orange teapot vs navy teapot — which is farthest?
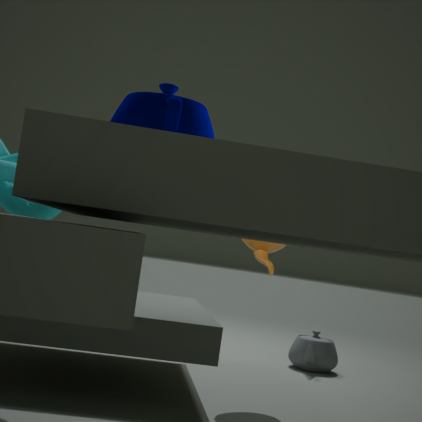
orange teapot
